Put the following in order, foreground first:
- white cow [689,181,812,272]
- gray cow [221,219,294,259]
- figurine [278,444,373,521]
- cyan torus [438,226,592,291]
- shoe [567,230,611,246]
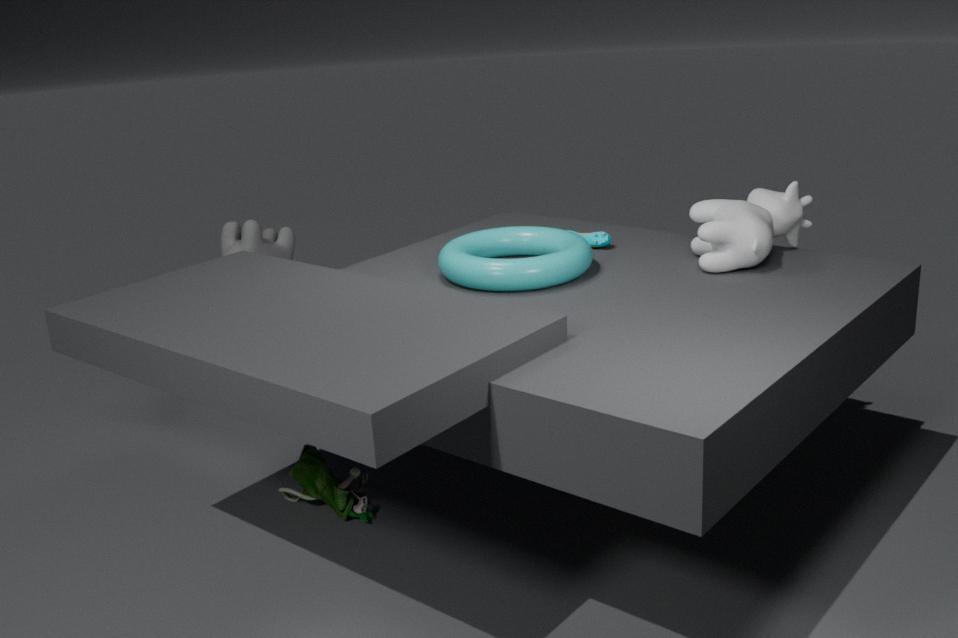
cyan torus [438,226,592,291]
white cow [689,181,812,272]
figurine [278,444,373,521]
shoe [567,230,611,246]
gray cow [221,219,294,259]
